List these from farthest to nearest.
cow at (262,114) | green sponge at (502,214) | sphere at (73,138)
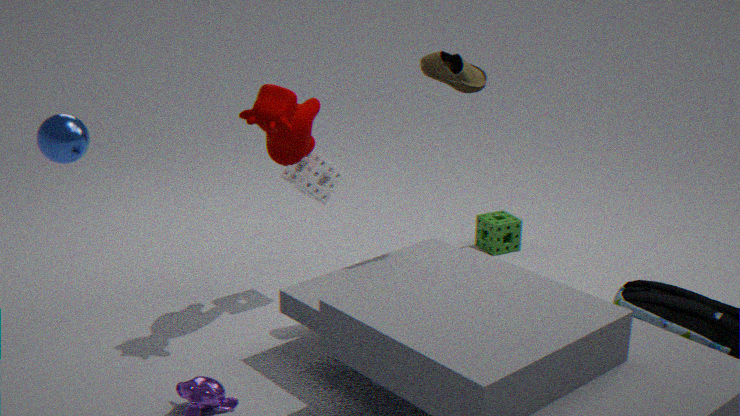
1. green sponge at (502,214)
2. cow at (262,114)
3. sphere at (73,138)
